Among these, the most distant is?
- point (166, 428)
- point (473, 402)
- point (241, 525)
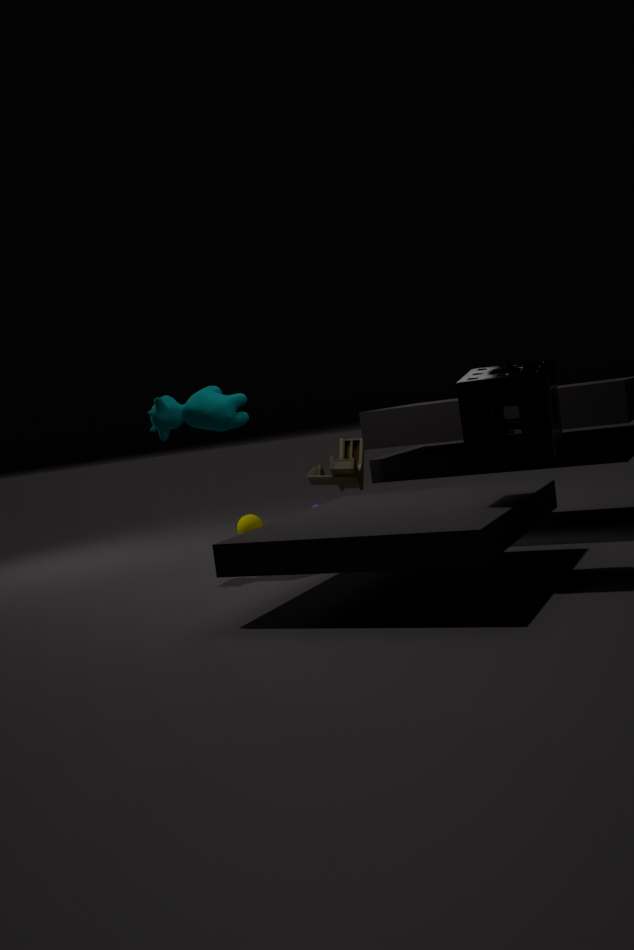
point (241, 525)
